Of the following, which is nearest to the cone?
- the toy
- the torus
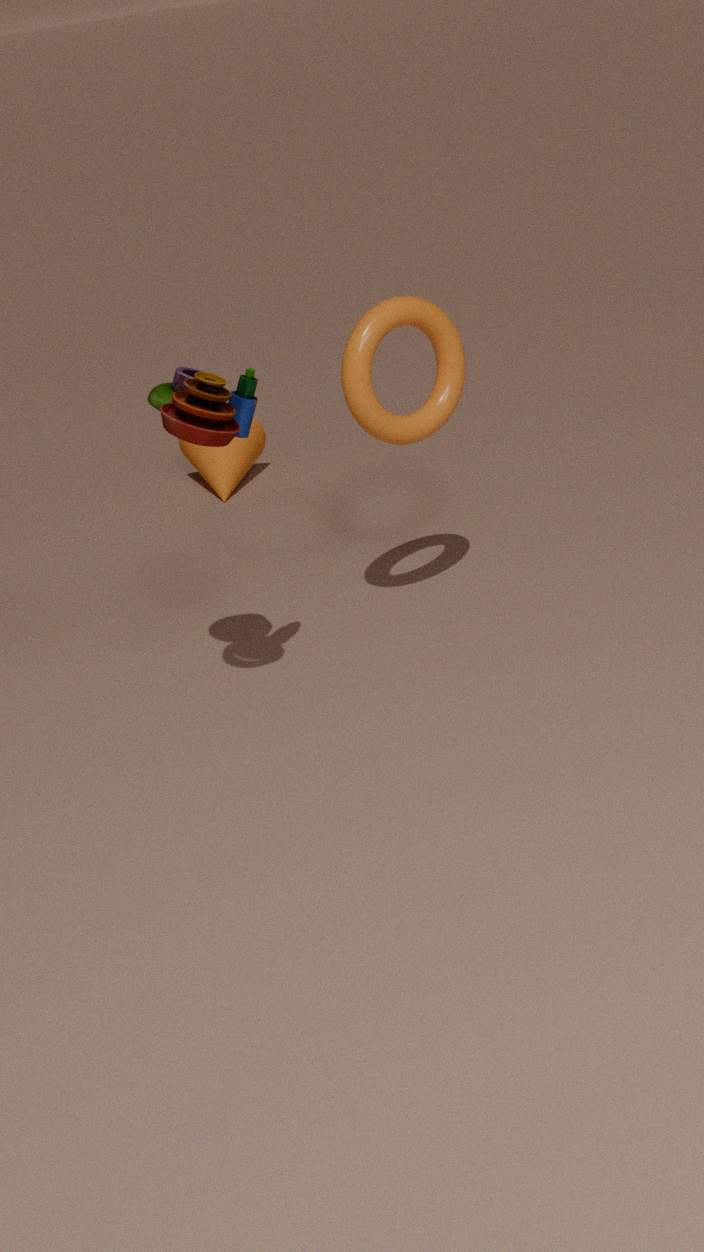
the torus
